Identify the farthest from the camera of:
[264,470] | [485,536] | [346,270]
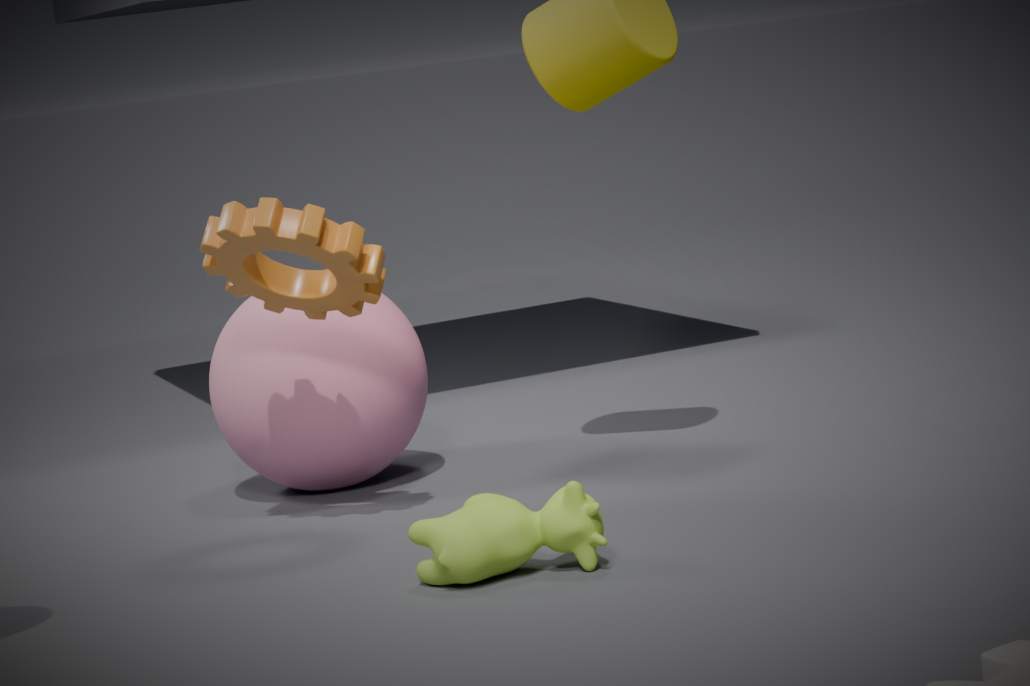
[264,470]
